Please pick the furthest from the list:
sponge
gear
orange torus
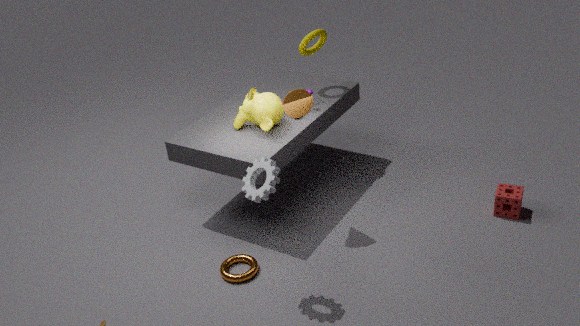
sponge
